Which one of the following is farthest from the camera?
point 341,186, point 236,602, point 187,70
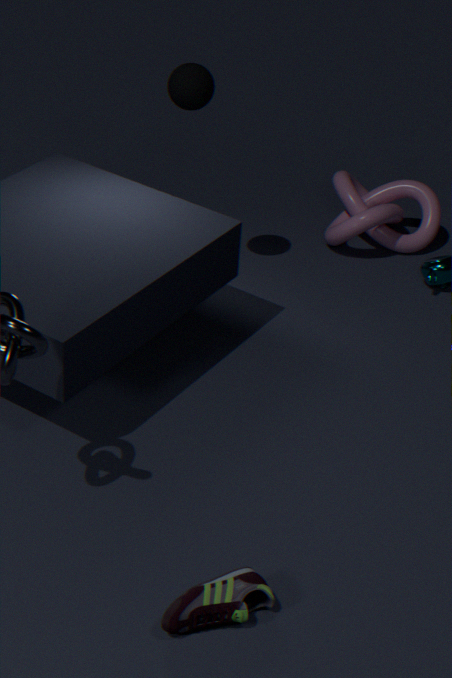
point 341,186
